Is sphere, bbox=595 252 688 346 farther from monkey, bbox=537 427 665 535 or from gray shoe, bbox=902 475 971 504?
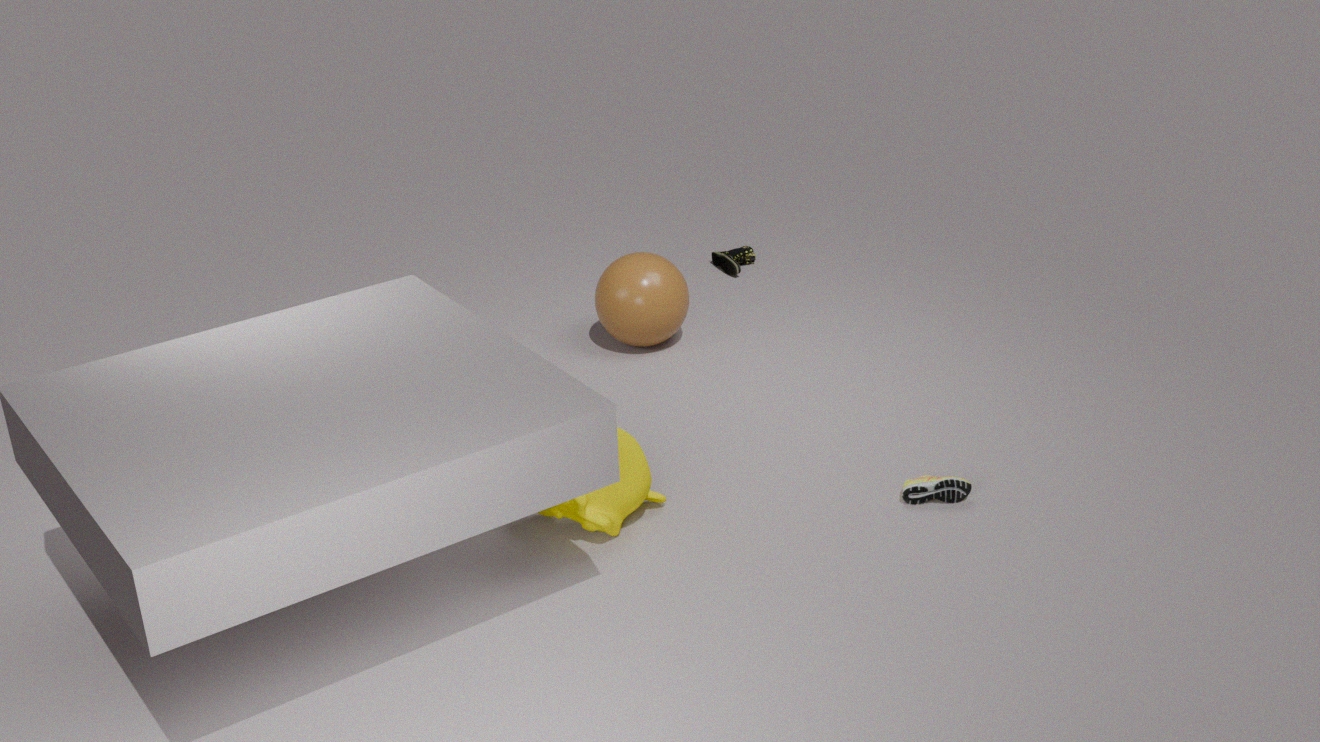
gray shoe, bbox=902 475 971 504
